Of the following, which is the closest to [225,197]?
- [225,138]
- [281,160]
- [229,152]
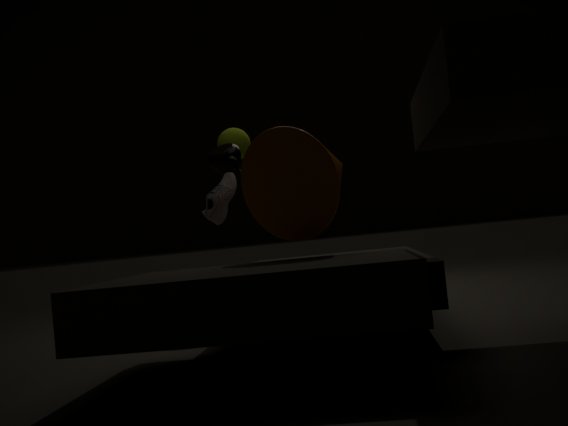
[229,152]
